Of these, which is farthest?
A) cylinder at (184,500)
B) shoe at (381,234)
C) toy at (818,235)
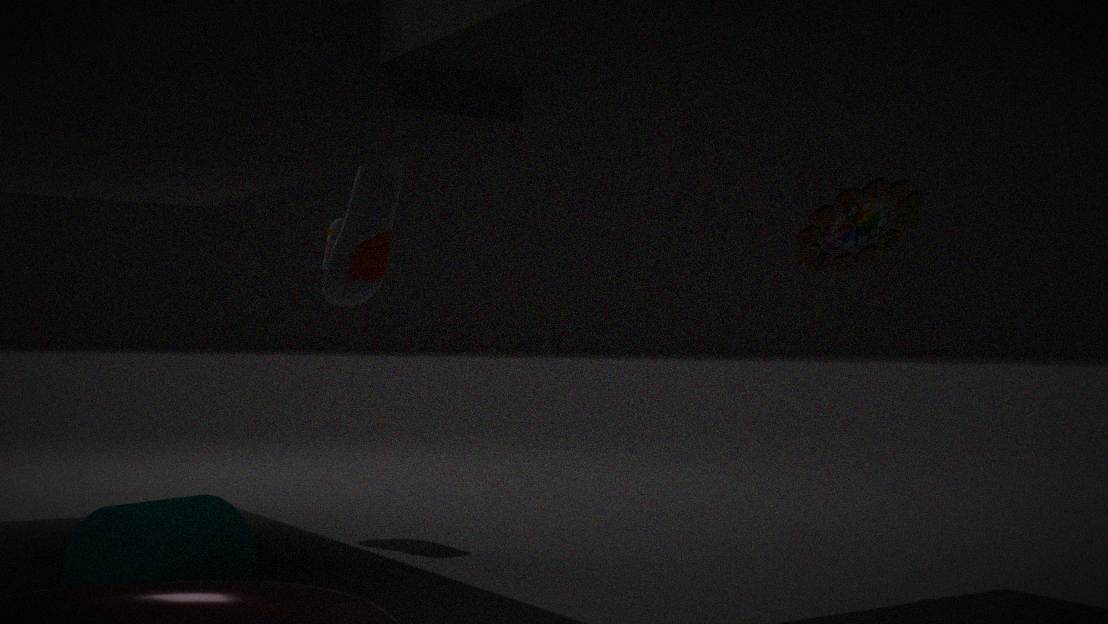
shoe at (381,234)
